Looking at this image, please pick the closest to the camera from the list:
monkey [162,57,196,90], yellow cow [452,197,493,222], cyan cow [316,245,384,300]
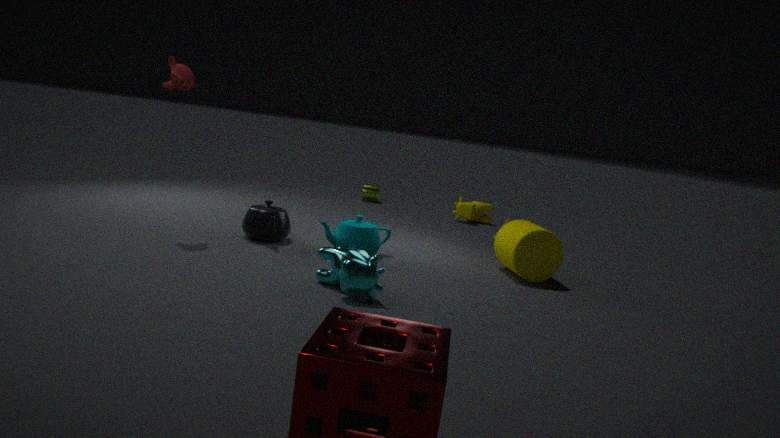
cyan cow [316,245,384,300]
